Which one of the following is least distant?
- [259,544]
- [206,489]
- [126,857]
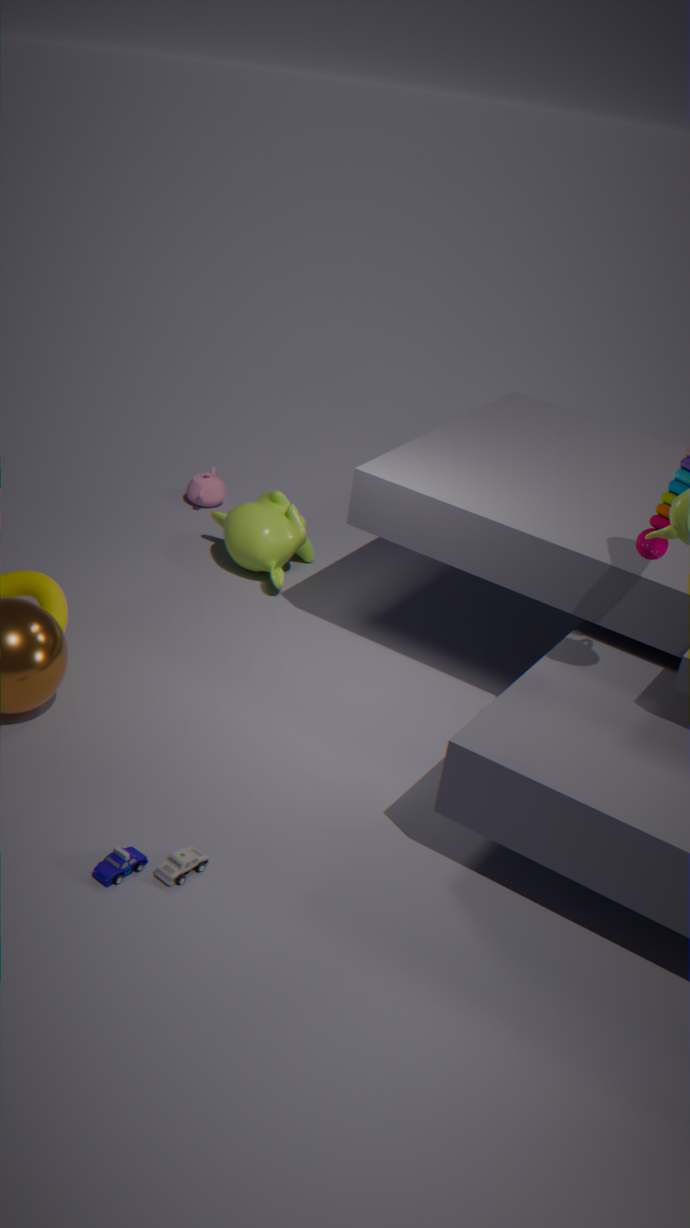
[126,857]
